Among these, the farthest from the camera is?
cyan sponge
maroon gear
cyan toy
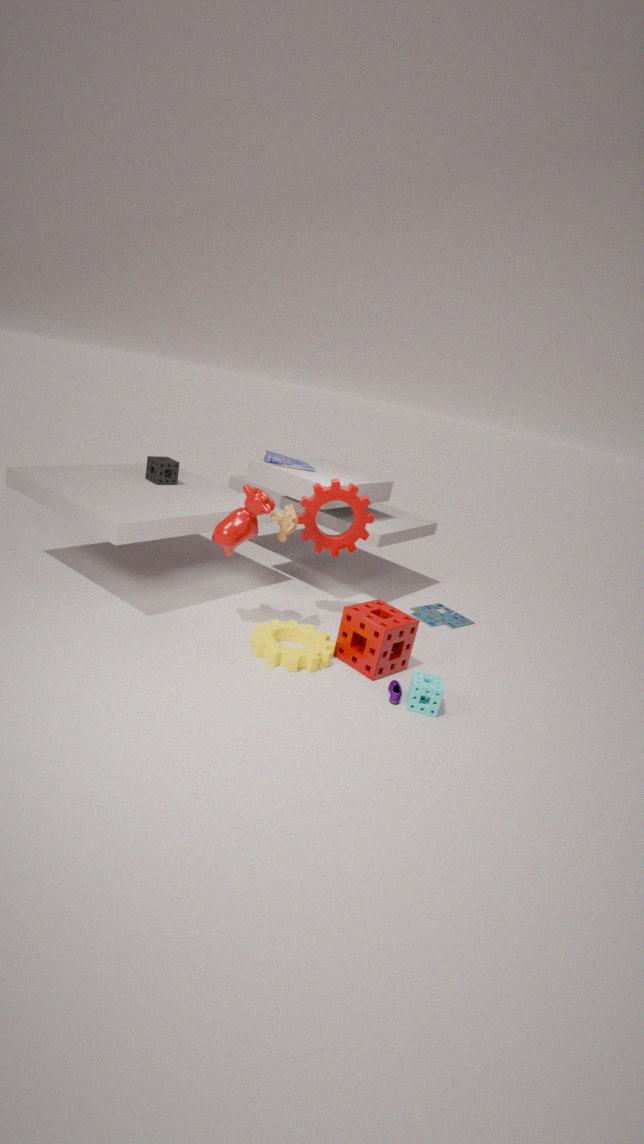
cyan toy
